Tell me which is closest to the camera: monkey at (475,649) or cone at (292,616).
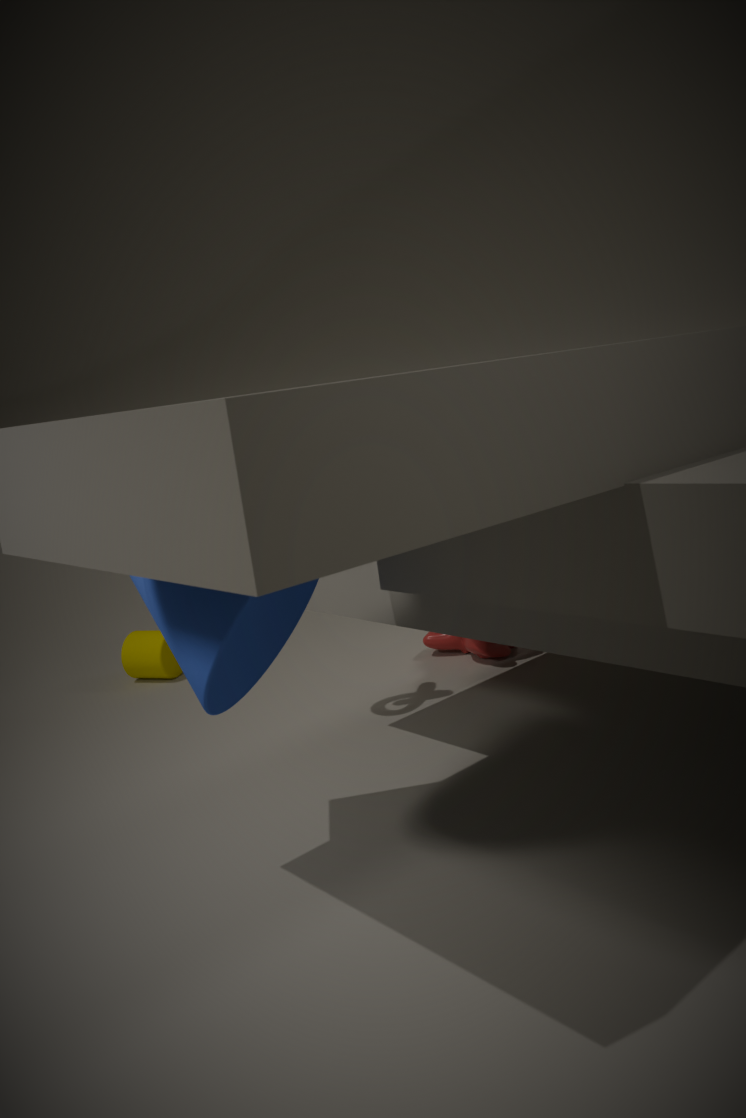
cone at (292,616)
